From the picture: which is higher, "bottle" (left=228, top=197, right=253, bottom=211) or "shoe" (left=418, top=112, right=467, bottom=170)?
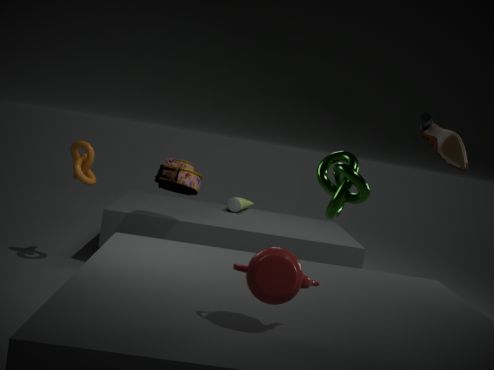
"shoe" (left=418, top=112, right=467, bottom=170)
